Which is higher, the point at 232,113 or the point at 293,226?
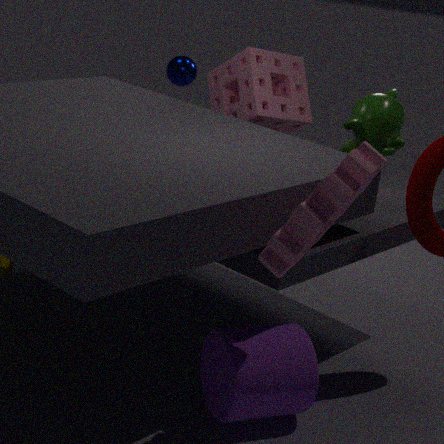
the point at 232,113
